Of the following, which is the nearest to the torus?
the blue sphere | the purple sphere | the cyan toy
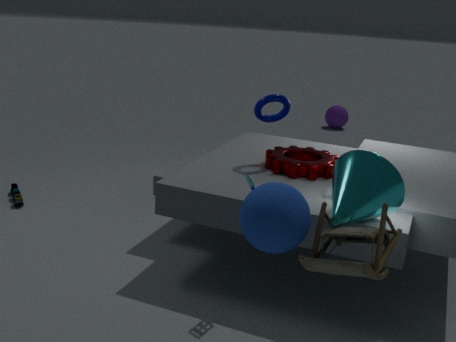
the cyan toy
